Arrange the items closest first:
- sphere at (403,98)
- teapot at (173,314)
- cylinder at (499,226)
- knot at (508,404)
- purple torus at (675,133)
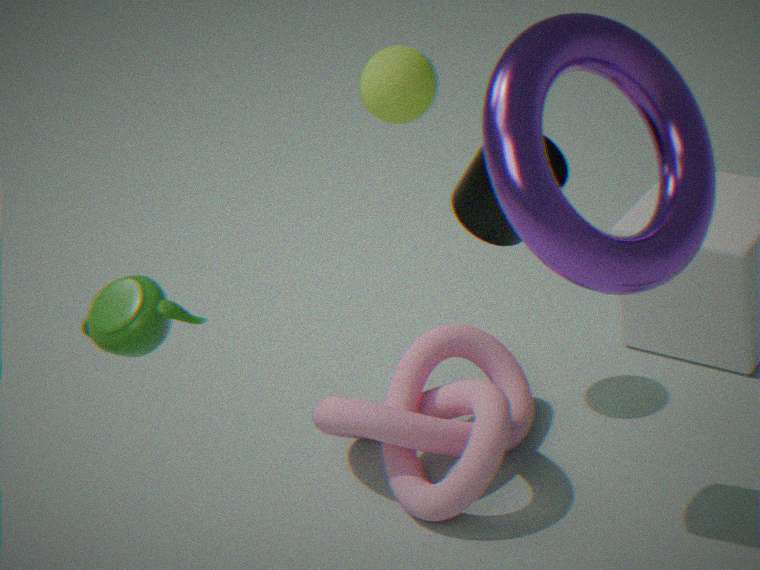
purple torus at (675,133) → teapot at (173,314) → cylinder at (499,226) → knot at (508,404) → sphere at (403,98)
